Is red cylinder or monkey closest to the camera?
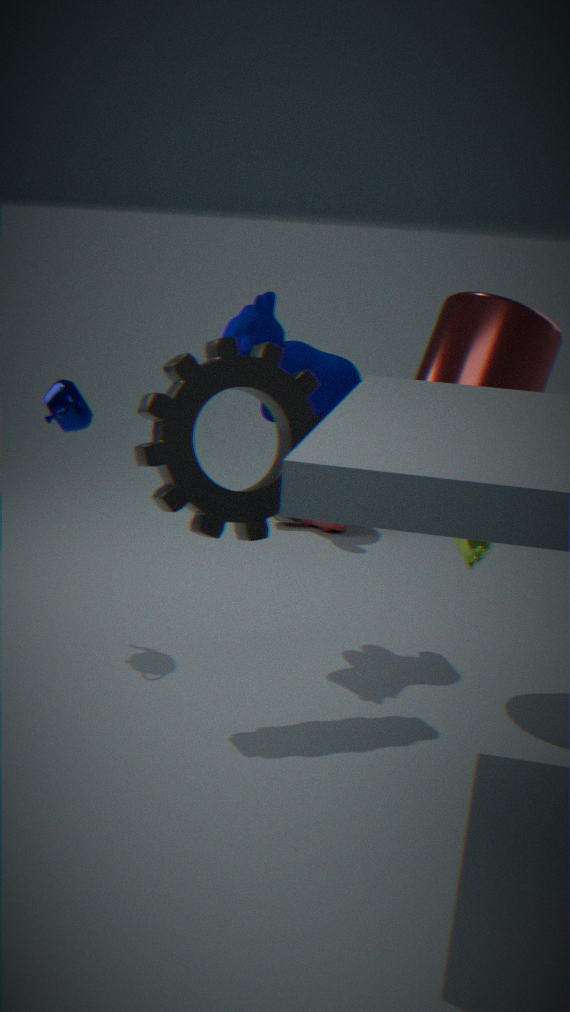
red cylinder
